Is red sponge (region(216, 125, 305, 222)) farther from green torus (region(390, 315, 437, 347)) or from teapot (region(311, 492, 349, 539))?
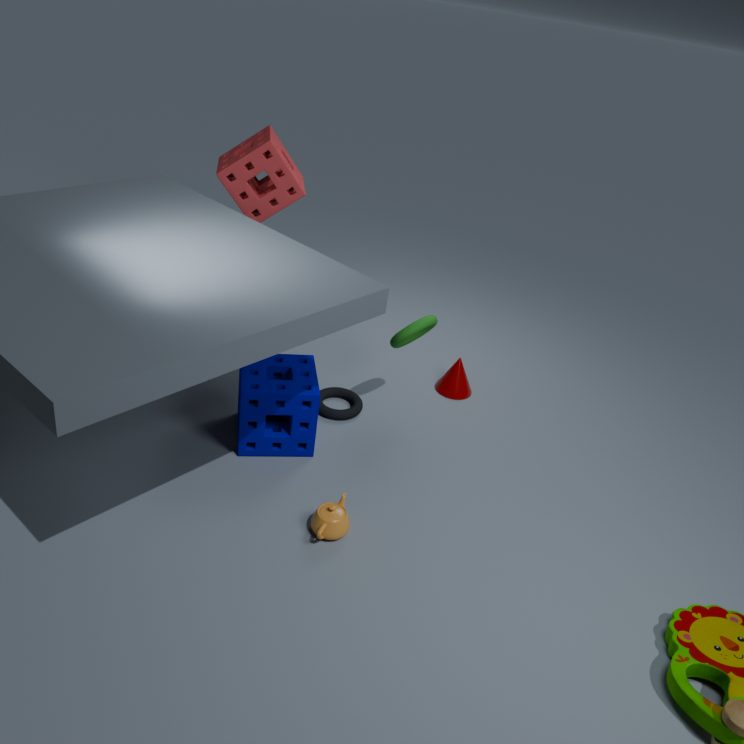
teapot (region(311, 492, 349, 539))
